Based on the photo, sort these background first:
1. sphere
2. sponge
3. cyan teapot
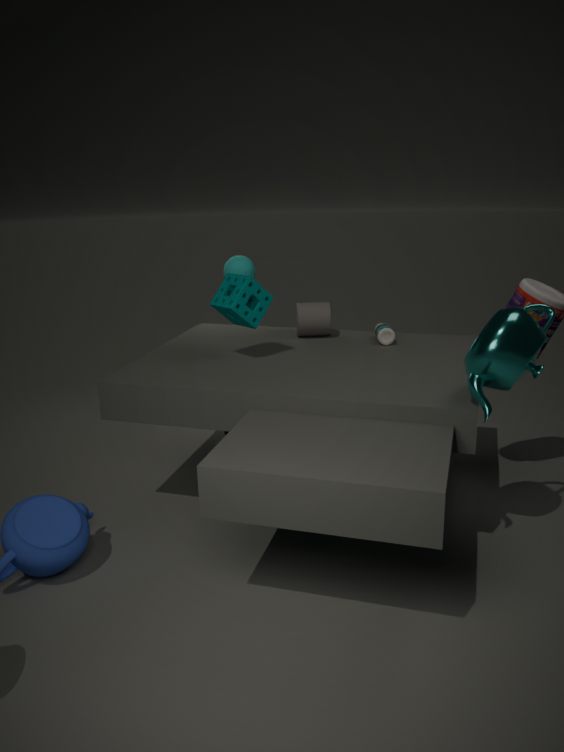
sphere
sponge
cyan teapot
